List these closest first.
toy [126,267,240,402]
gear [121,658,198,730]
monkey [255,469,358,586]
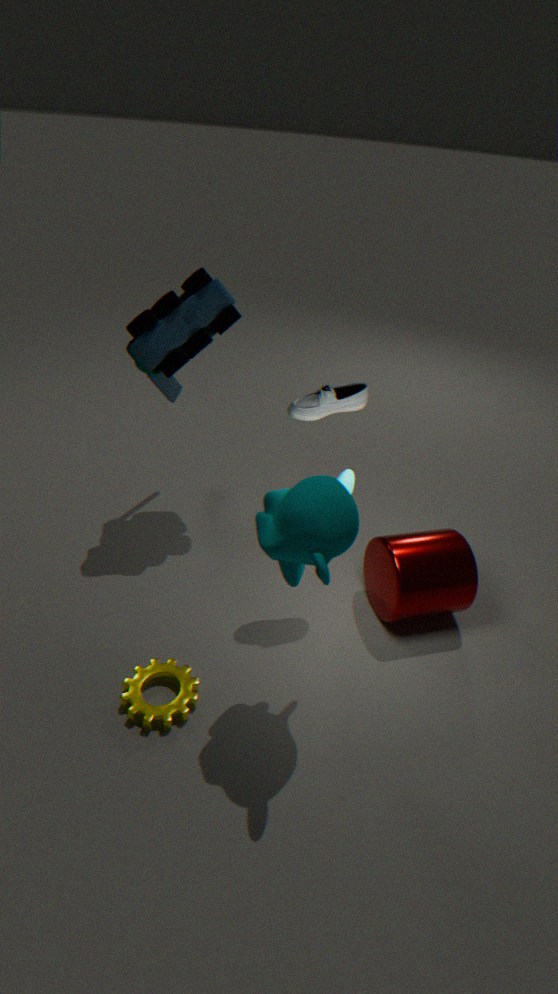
monkey [255,469,358,586] < gear [121,658,198,730] < toy [126,267,240,402]
